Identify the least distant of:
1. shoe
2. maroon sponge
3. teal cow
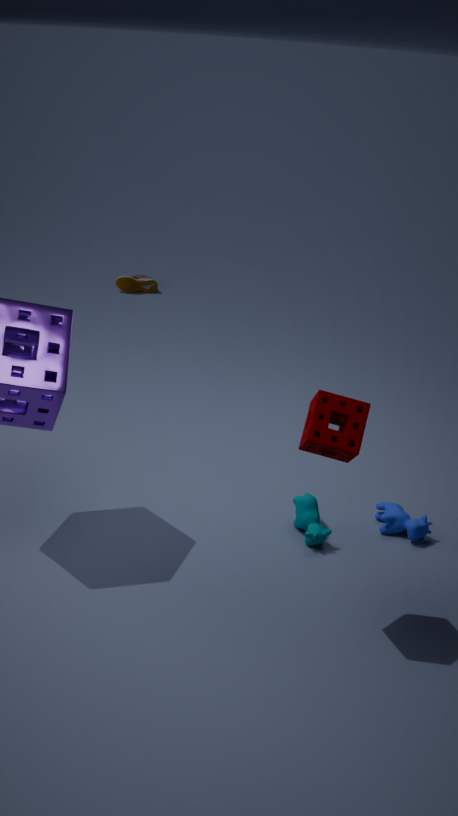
maroon sponge
